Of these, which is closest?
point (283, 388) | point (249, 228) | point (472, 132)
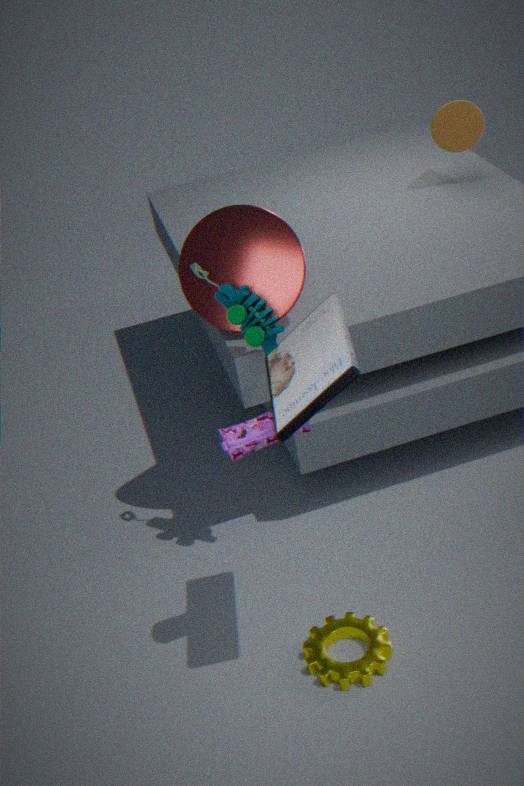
point (283, 388)
